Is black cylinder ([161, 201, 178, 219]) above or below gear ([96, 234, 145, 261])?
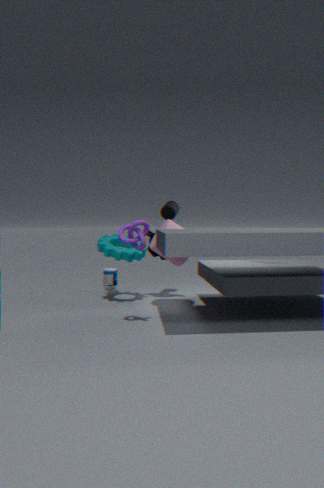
above
